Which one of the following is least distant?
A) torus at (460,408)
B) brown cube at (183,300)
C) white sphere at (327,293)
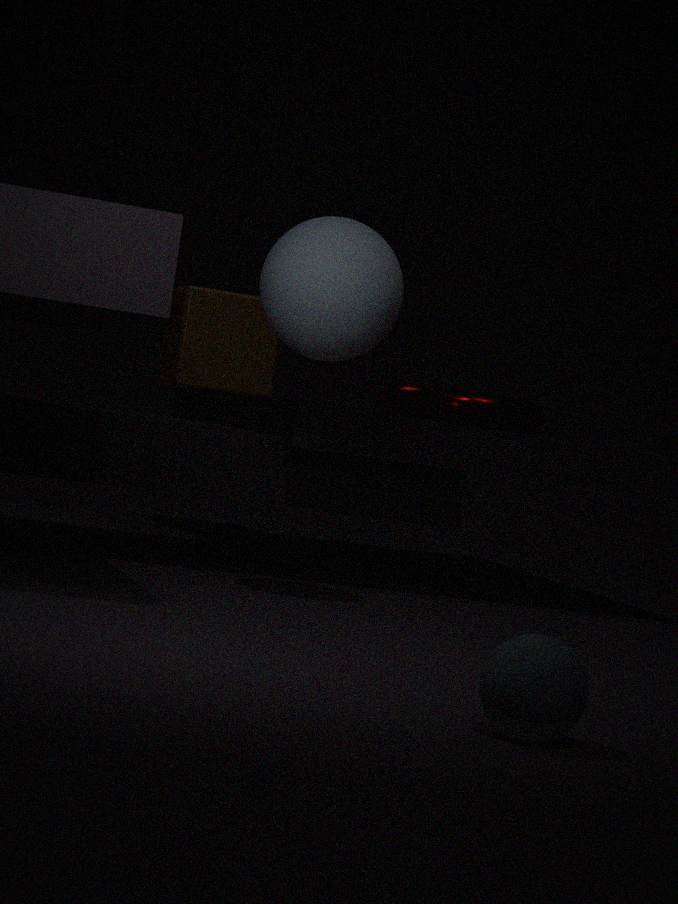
white sphere at (327,293)
